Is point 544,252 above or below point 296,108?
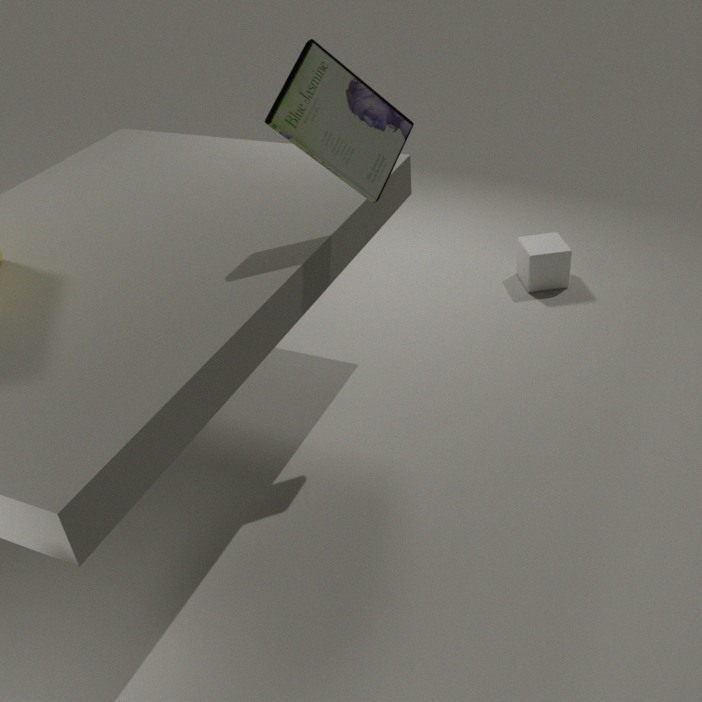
below
